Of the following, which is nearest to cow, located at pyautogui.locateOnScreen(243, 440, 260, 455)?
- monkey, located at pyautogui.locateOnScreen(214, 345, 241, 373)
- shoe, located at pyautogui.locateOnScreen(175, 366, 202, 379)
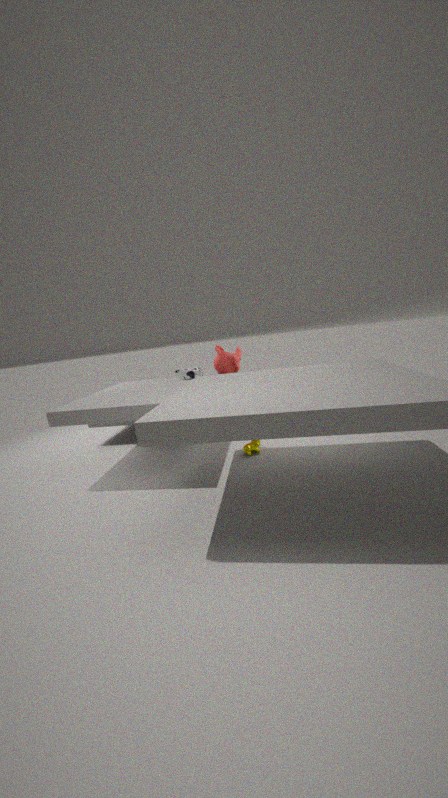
monkey, located at pyautogui.locateOnScreen(214, 345, 241, 373)
